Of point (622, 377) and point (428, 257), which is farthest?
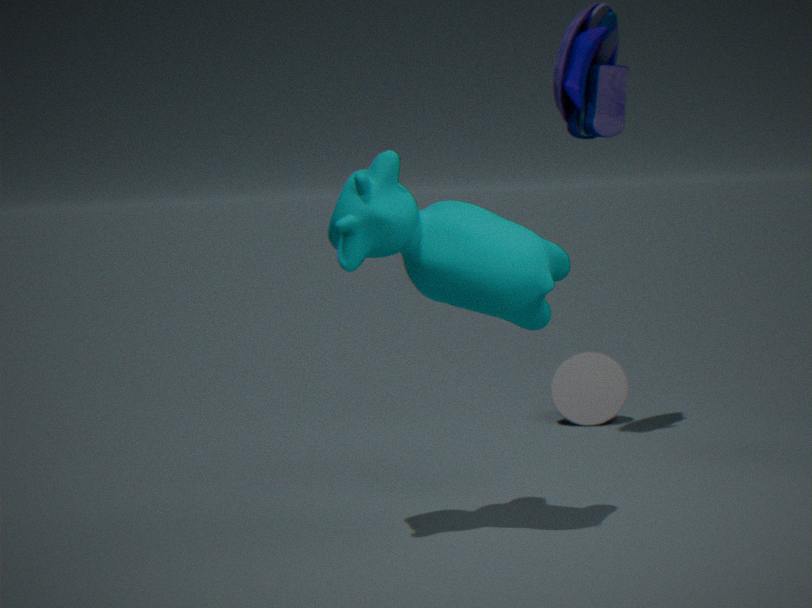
point (622, 377)
